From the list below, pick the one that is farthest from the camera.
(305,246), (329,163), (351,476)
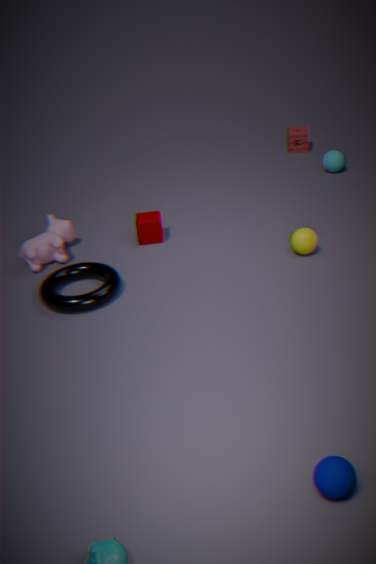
(329,163)
